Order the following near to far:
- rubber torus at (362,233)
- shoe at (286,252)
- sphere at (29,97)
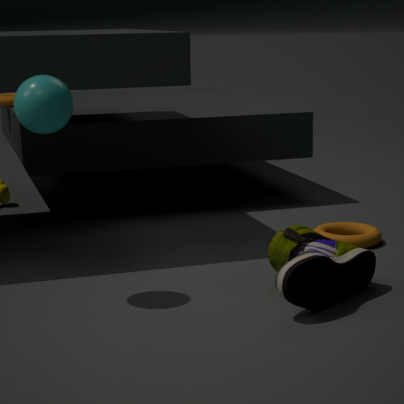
shoe at (286,252)
sphere at (29,97)
rubber torus at (362,233)
